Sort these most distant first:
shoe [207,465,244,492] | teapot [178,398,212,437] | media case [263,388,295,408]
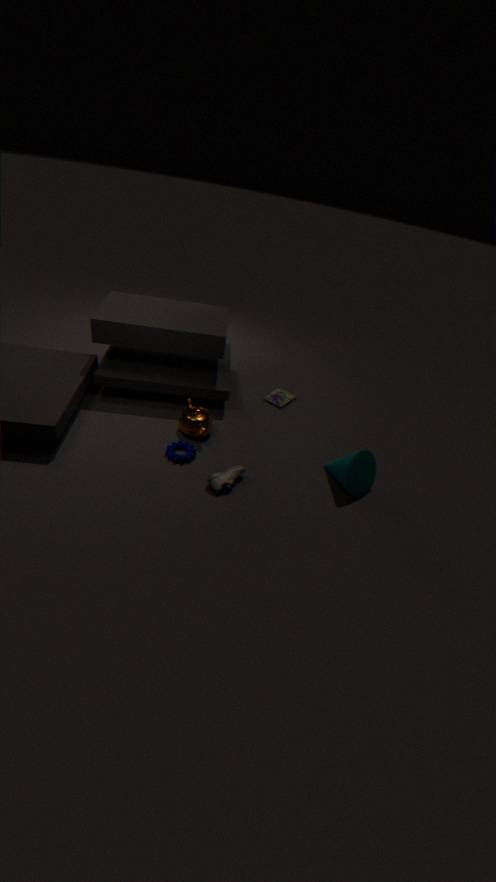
1. media case [263,388,295,408]
2. teapot [178,398,212,437]
3. shoe [207,465,244,492]
